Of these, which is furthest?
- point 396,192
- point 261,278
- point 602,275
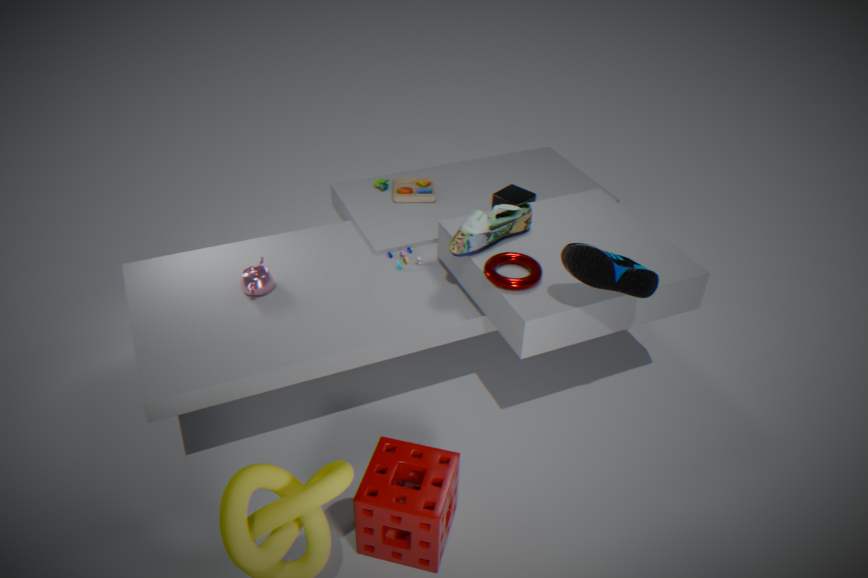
point 396,192
